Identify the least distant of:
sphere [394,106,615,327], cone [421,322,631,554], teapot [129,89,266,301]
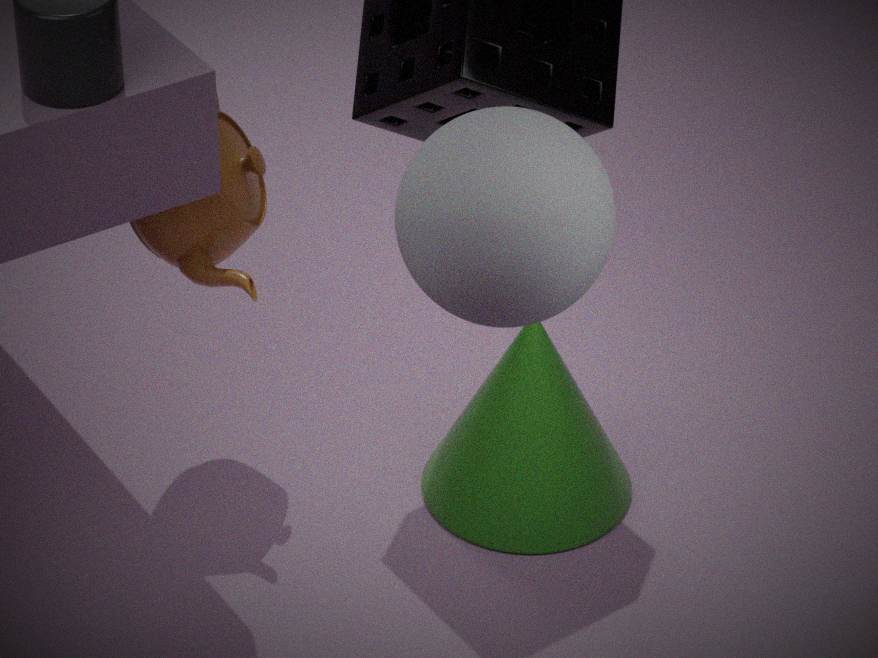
sphere [394,106,615,327]
